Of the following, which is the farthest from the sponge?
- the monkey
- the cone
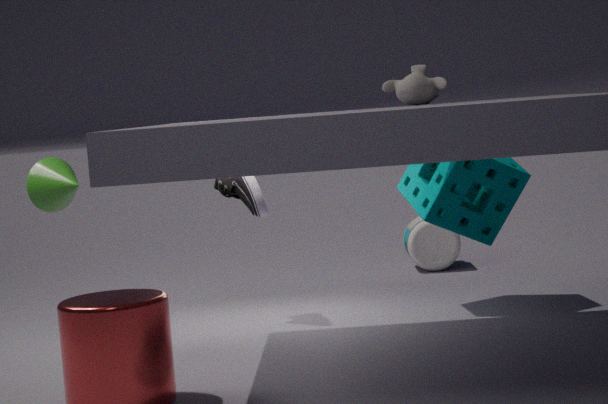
the cone
